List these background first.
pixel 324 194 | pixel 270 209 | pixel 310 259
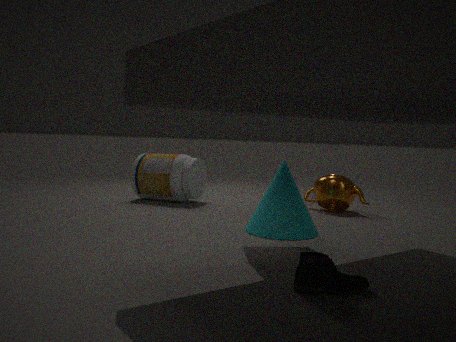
pixel 324 194 → pixel 270 209 → pixel 310 259
